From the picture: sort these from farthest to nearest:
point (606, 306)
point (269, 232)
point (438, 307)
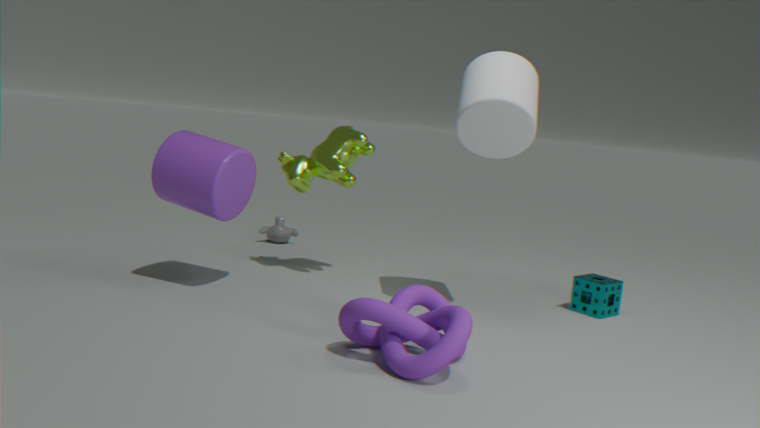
point (269, 232) < point (606, 306) < point (438, 307)
